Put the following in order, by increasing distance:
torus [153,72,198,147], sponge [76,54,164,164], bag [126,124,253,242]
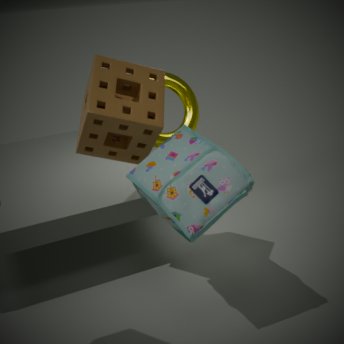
bag [126,124,253,242] < sponge [76,54,164,164] < torus [153,72,198,147]
